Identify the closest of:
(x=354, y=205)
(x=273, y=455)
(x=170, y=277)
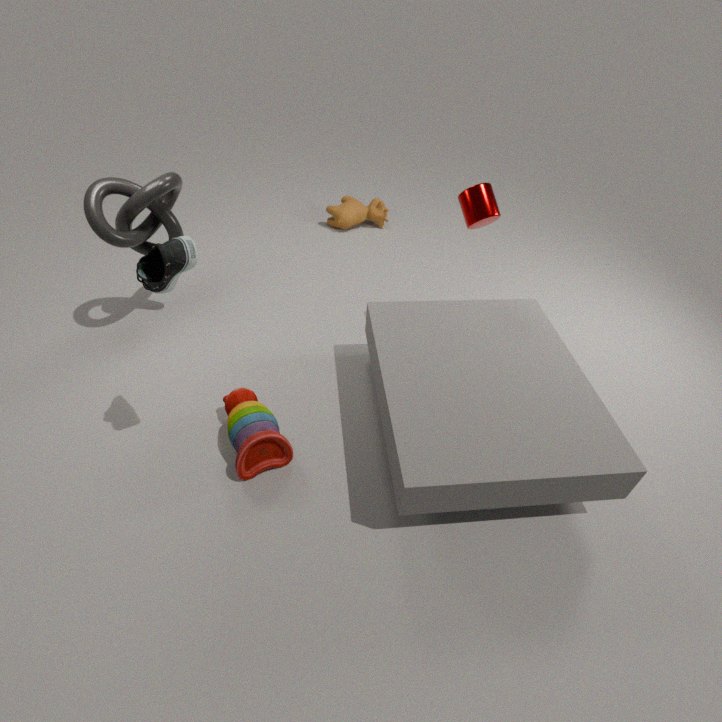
(x=170, y=277)
